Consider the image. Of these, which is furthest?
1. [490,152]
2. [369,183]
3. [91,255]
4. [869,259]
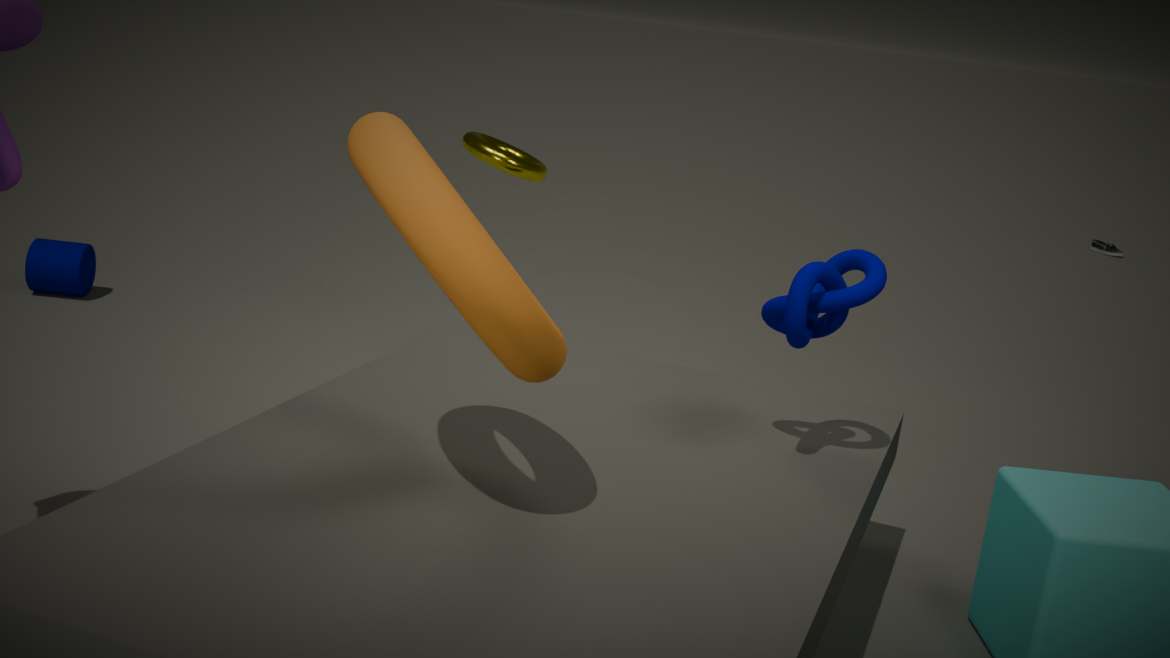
[91,255]
